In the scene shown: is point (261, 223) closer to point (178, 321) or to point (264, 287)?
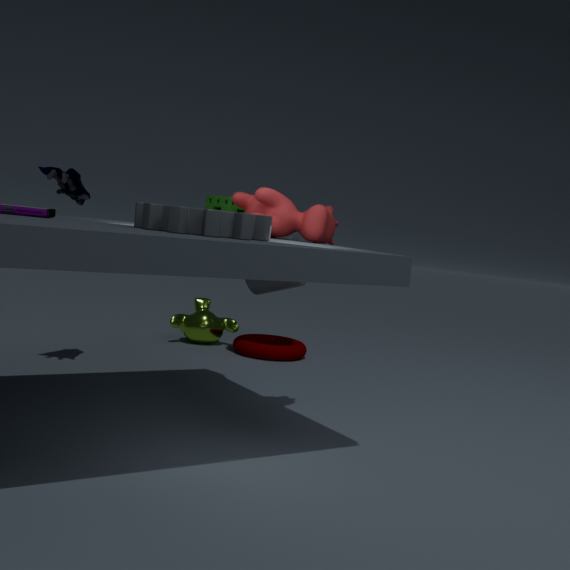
point (264, 287)
